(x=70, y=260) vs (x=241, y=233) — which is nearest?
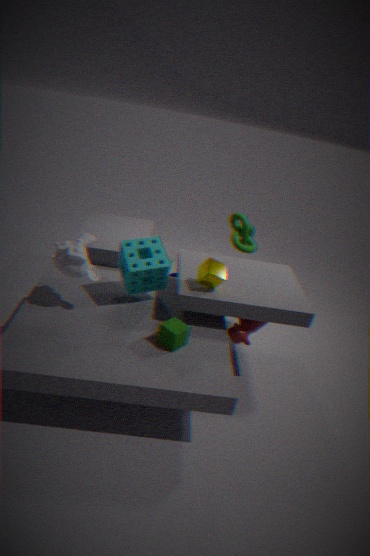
(x=70, y=260)
